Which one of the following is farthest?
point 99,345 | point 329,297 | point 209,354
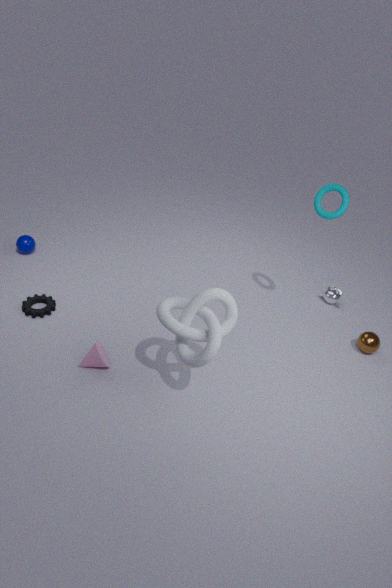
point 329,297
